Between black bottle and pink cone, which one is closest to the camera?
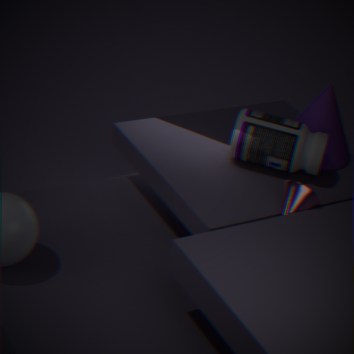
pink cone
